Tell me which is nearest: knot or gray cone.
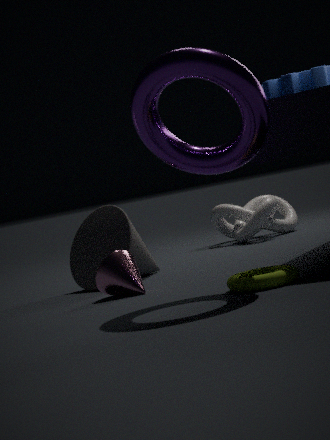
gray cone
